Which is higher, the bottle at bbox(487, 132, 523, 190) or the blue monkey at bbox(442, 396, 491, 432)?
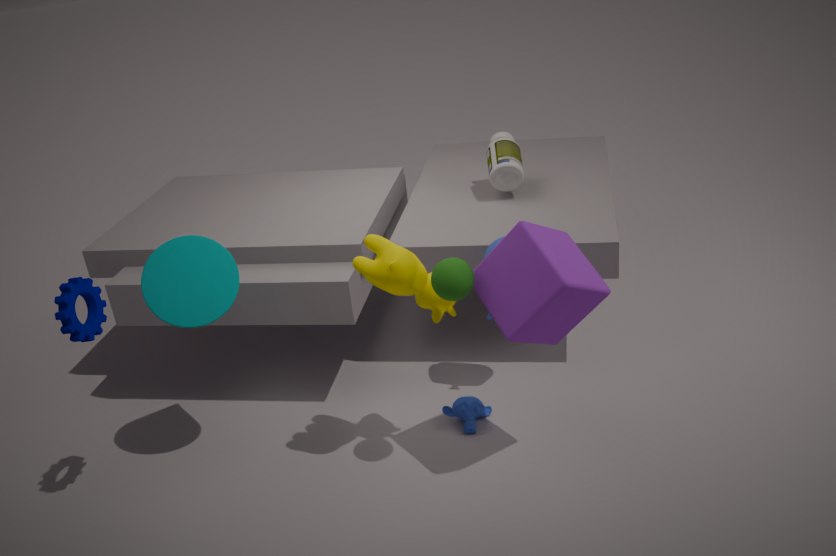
the bottle at bbox(487, 132, 523, 190)
